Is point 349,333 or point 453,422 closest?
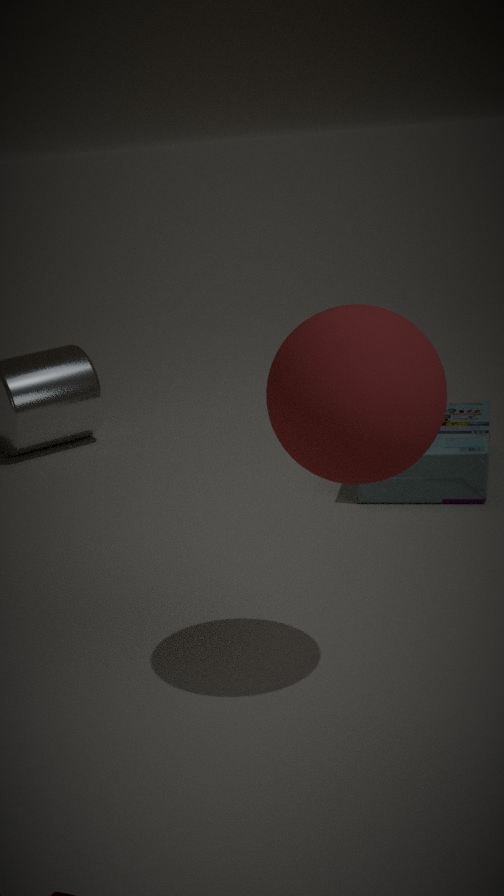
point 349,333
